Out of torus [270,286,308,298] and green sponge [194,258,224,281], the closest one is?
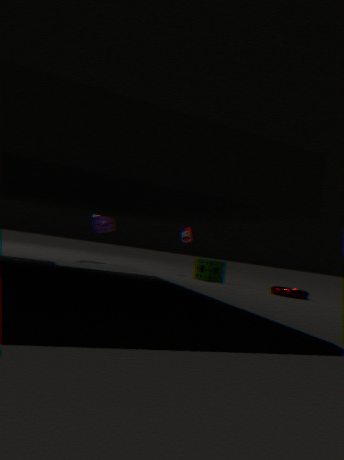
torus [270,286,308,298]
